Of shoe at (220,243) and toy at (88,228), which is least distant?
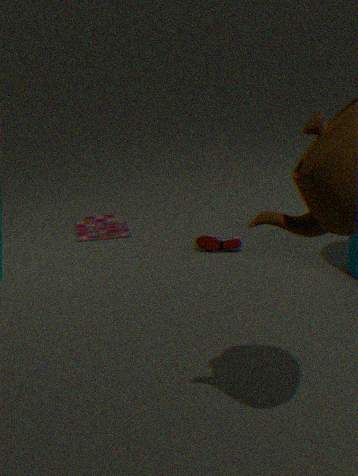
shoe at (220,243)
